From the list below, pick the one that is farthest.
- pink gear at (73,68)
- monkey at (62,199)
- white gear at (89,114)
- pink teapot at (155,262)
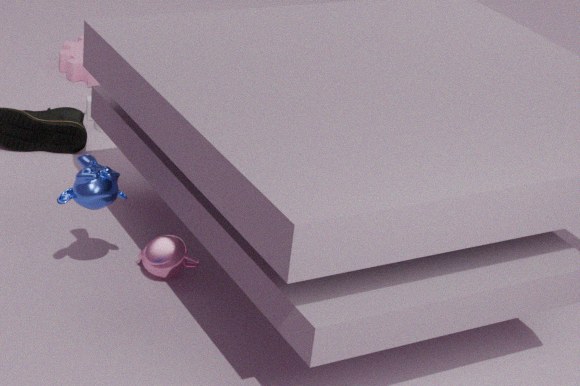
pink gear at (73,68)
